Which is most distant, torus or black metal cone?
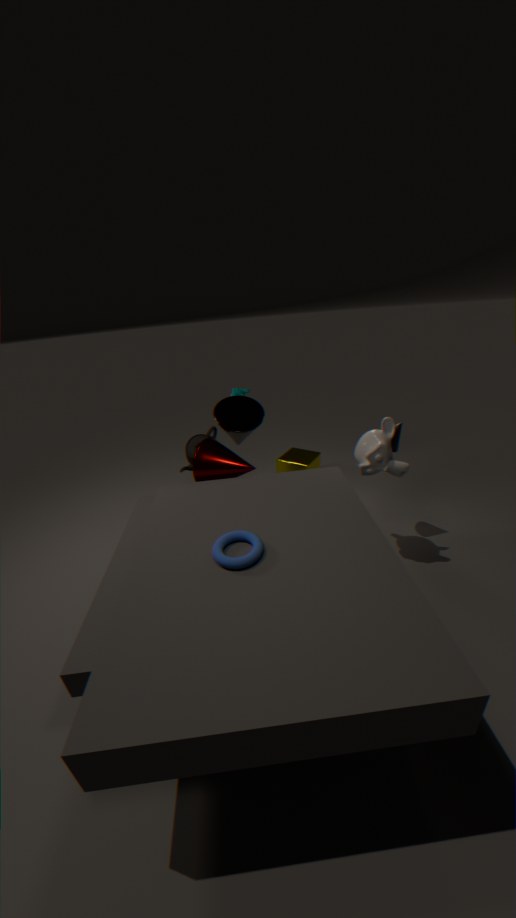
black metal cone
